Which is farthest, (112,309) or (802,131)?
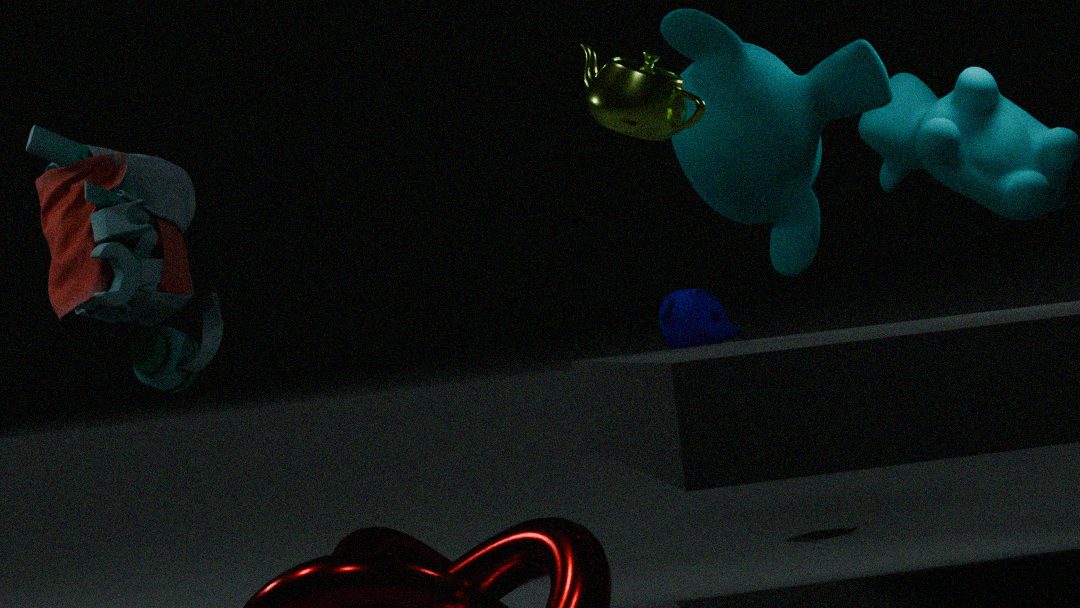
(112,309)
